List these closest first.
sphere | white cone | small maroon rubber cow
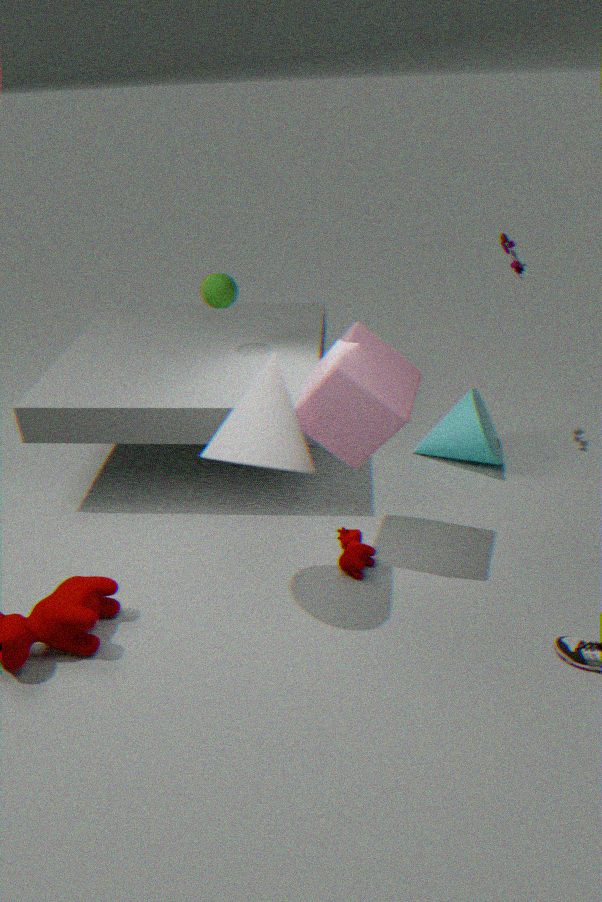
white cone → small maroon rubber cow → sphere
